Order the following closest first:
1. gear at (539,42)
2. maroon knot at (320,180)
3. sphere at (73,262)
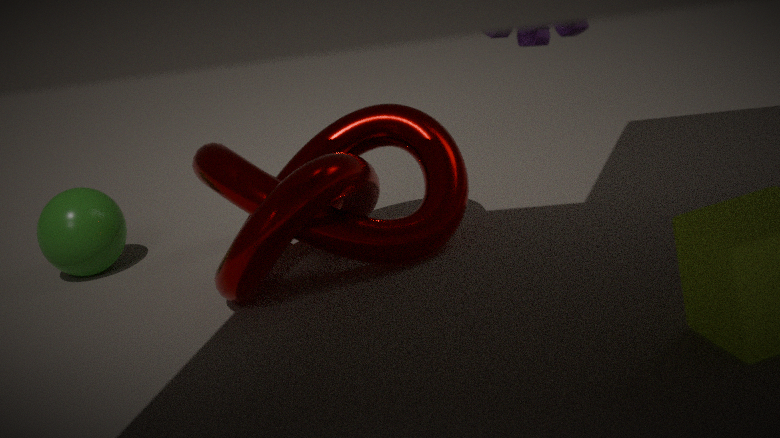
1. gear at (539,42)
2. maroon knot at (320,180)
3. sphere at (73,262)
